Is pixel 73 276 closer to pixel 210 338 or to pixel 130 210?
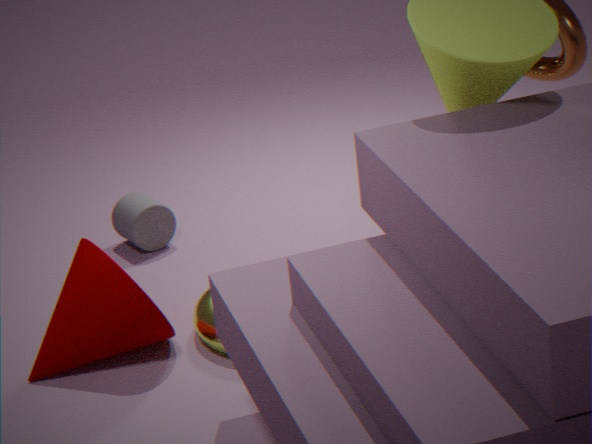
pixel 210 338
